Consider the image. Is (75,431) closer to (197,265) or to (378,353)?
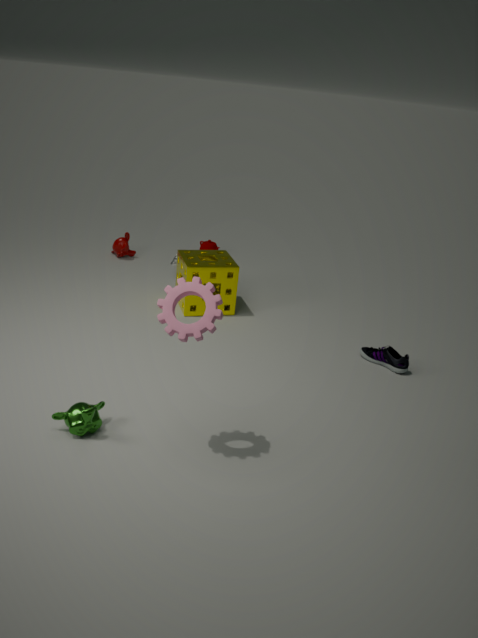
(197,265)
